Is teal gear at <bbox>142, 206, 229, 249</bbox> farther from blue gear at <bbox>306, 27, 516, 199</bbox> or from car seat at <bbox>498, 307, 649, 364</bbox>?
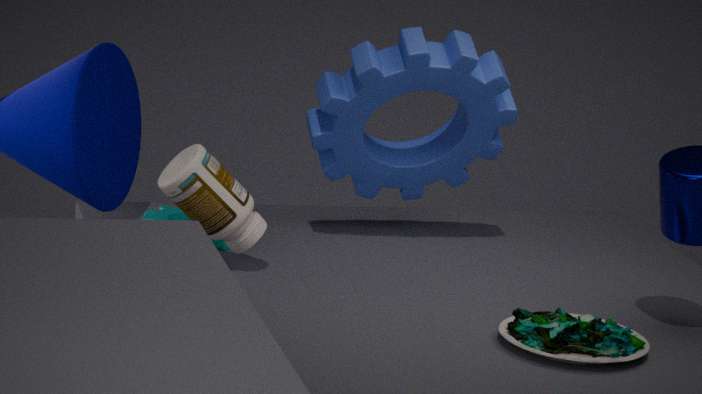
car seat at <bbox>498, 307, 649, 364</bbox>
